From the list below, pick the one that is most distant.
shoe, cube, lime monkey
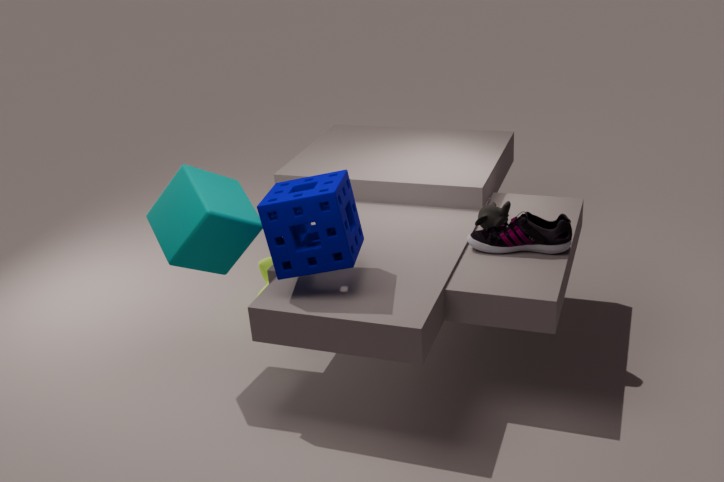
lime monkey
